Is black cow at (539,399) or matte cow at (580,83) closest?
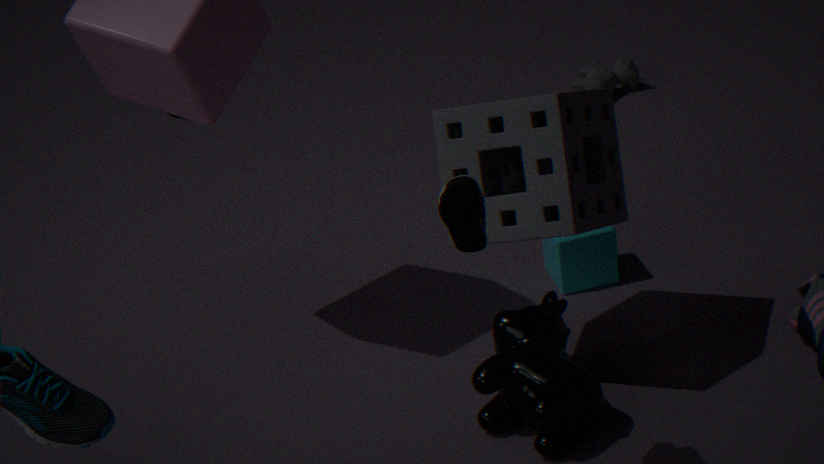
black cow at (539,399)
